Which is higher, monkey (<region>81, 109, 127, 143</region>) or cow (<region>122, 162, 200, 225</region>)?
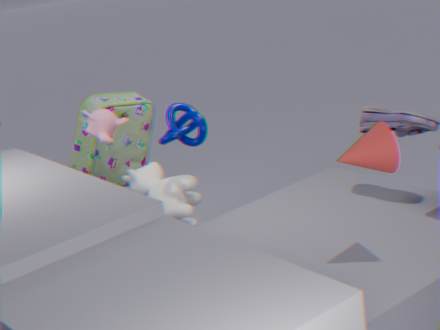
monkey (<region>81, 109, 127, 143</region>)
